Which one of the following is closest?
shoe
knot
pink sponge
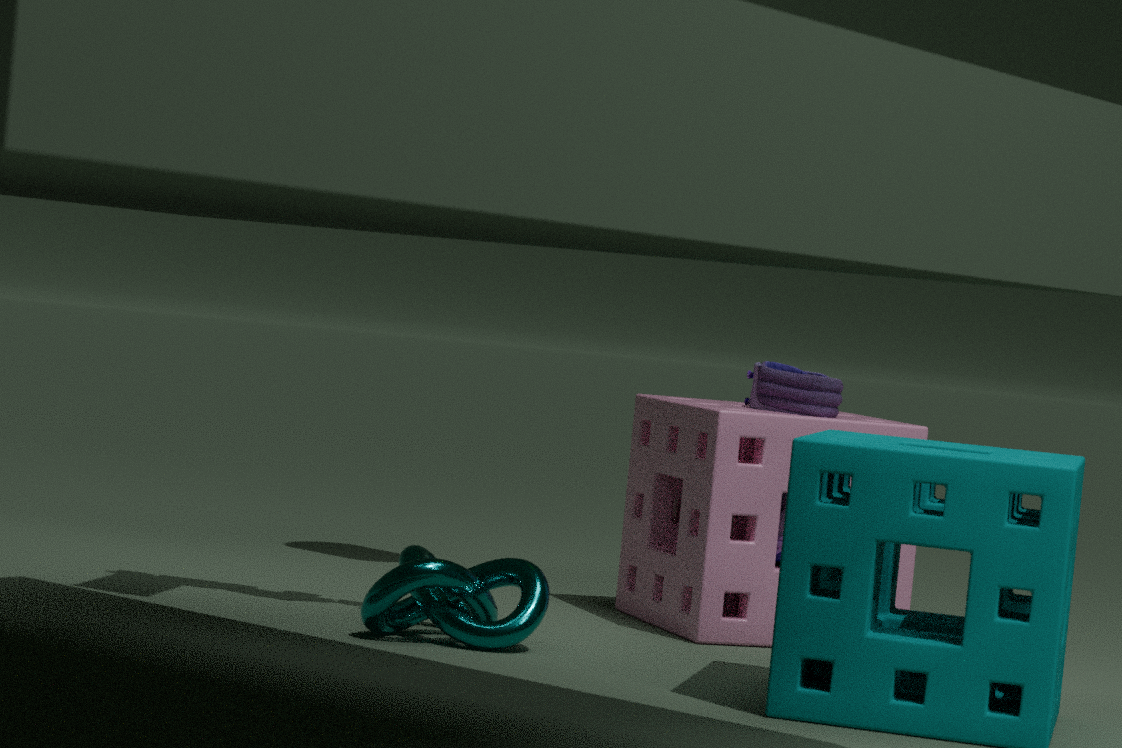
knot
